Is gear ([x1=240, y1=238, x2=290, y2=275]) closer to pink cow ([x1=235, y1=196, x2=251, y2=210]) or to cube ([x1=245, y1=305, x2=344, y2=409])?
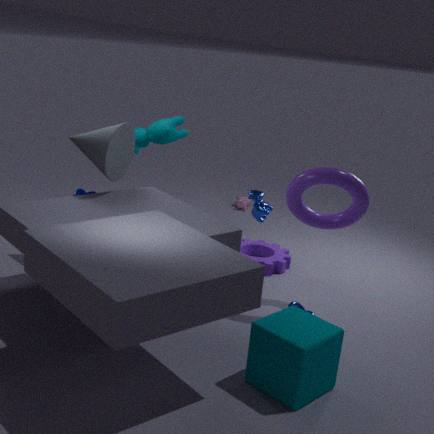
pink cow ([x1=235, y1=196, x2=251, y2=210])
